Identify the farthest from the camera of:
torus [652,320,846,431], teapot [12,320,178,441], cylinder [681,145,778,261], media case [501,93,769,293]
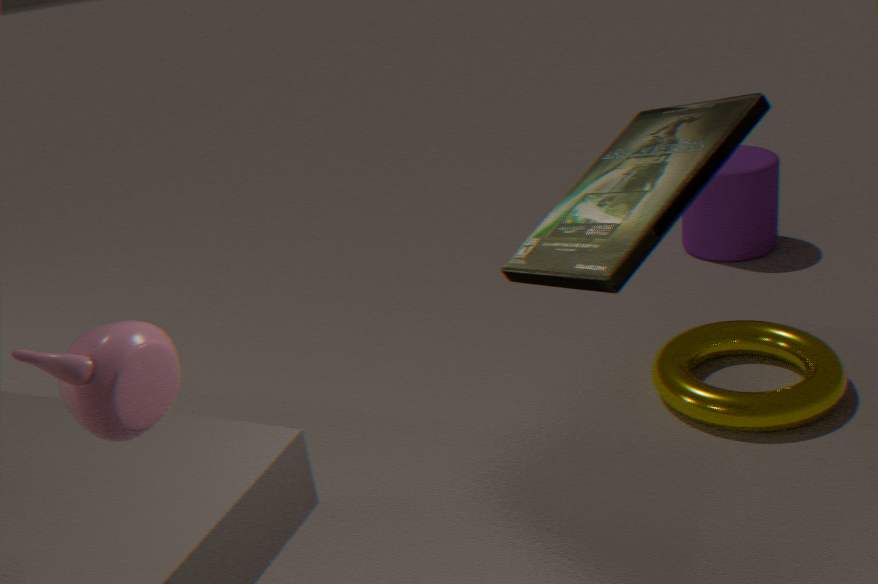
cylinder [681,145,778,261]
